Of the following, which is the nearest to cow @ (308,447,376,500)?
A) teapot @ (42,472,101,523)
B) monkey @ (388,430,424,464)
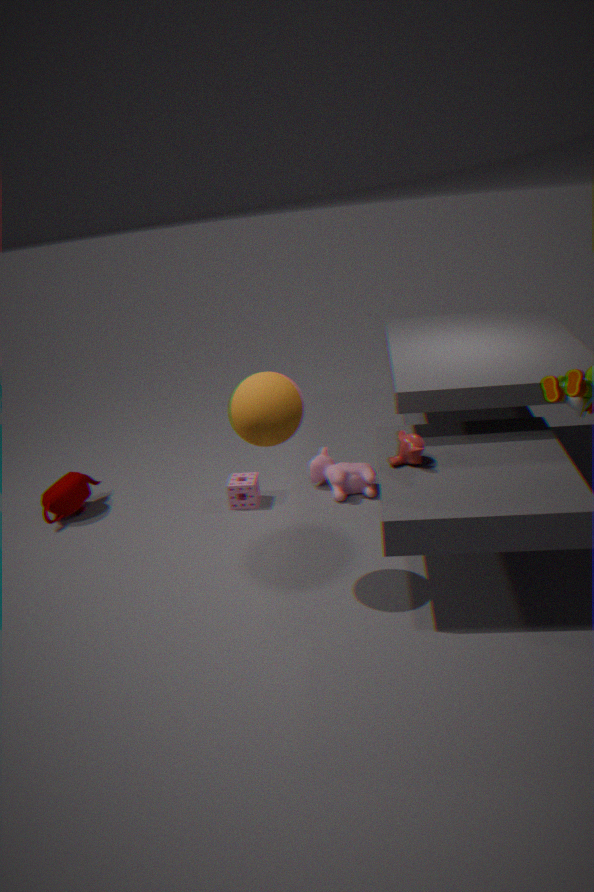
monkey @ (388,430,424,464)
